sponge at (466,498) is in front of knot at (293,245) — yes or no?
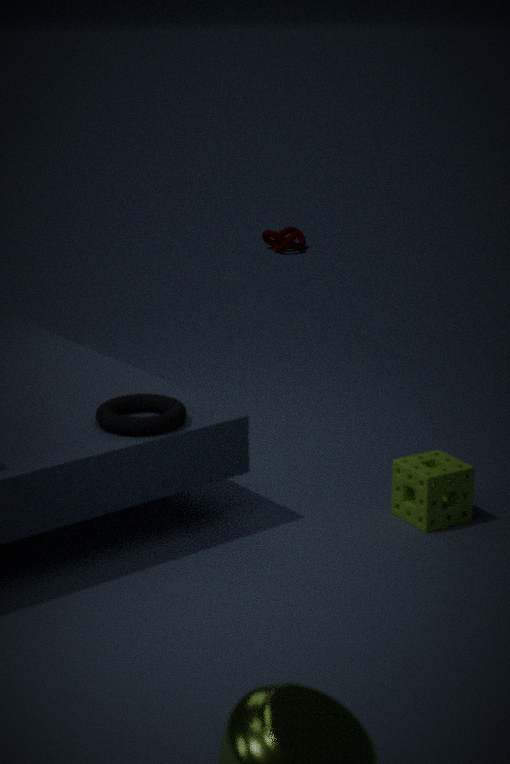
Yes
